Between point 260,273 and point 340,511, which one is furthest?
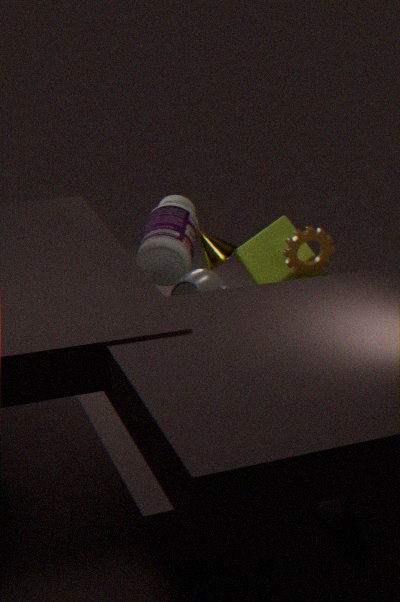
point 260,273
